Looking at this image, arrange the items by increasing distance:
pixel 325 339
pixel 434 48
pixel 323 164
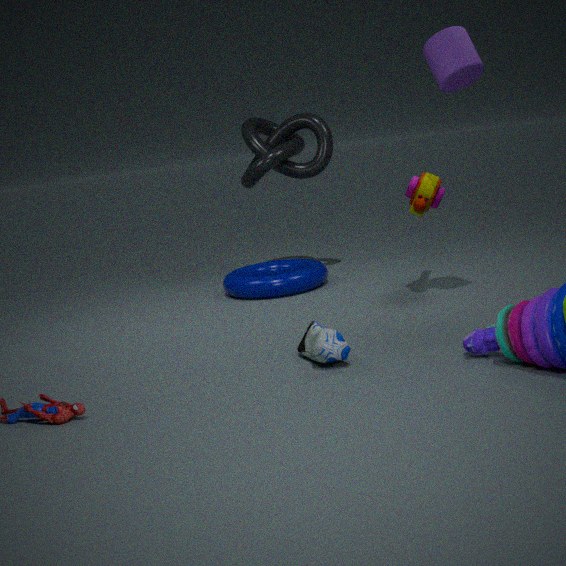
pixel 325 339 → pixel 434 48 → pixel 323 164
